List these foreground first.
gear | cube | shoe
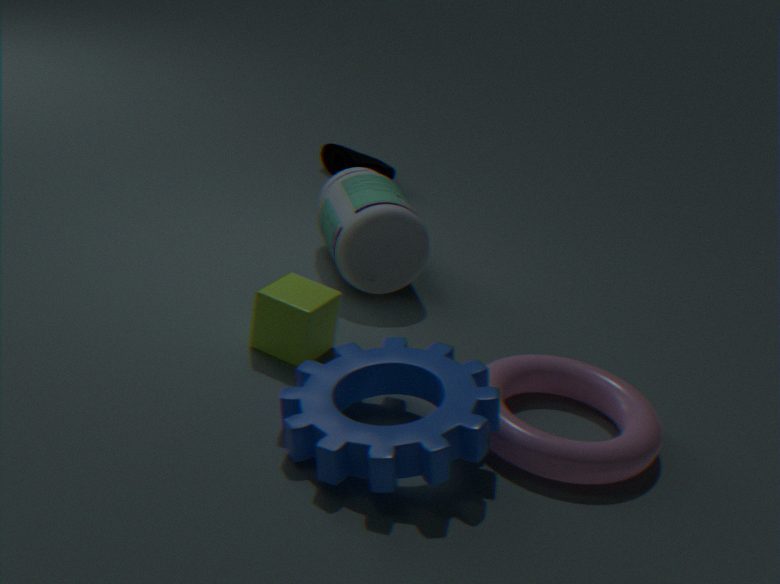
1. gear
2. cube
3. shoe
